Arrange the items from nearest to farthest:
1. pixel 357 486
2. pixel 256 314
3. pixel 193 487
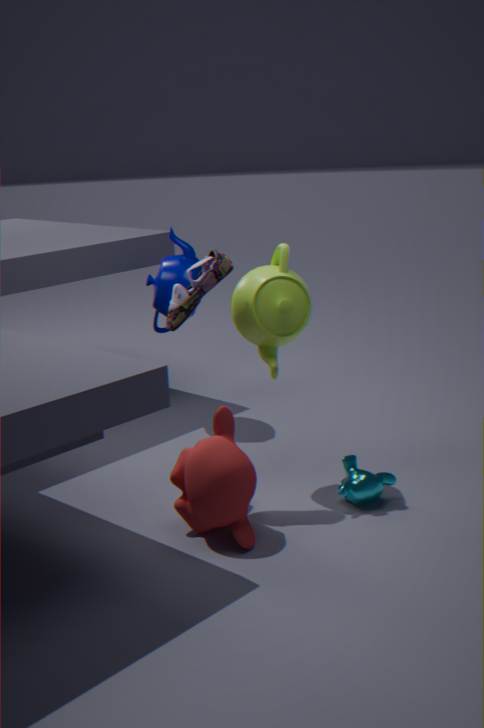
1. pixel 193 487
2. pixel 357 486
3. pixel 256 314
